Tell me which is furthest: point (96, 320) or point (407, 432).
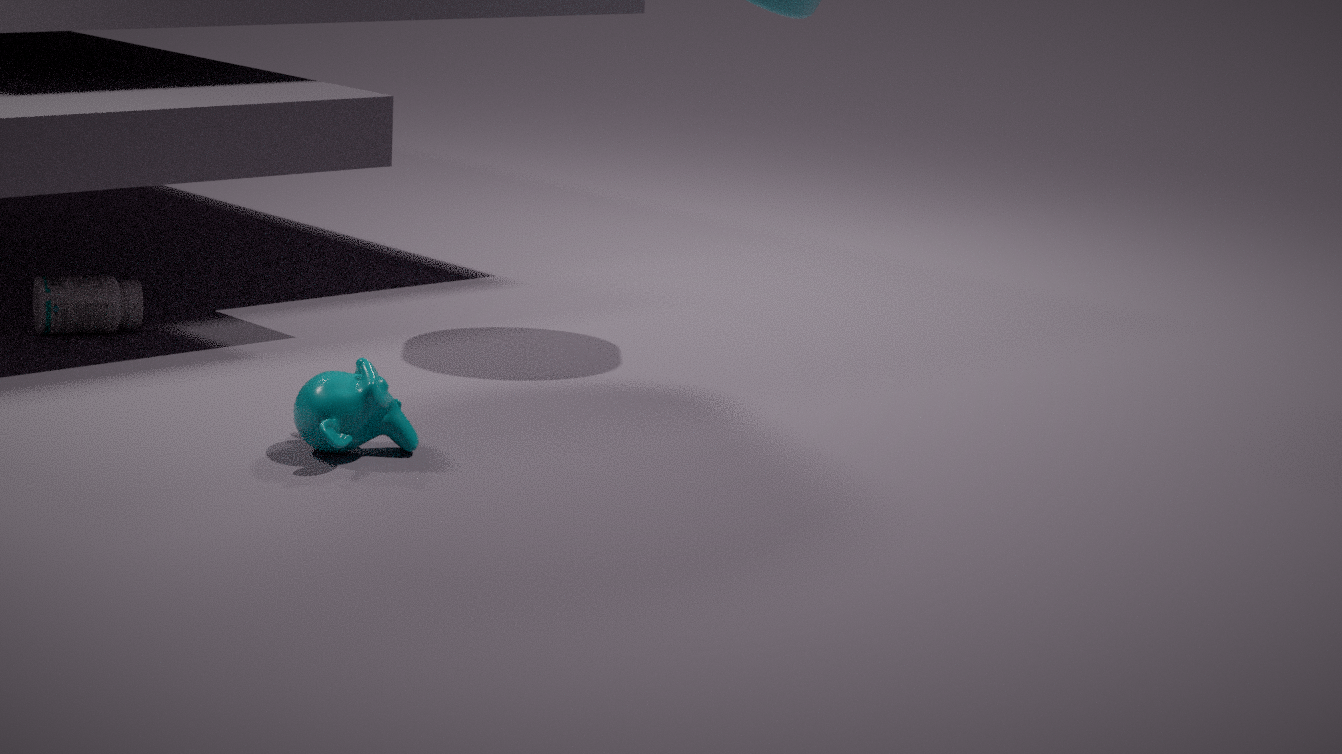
point (96, 320)
